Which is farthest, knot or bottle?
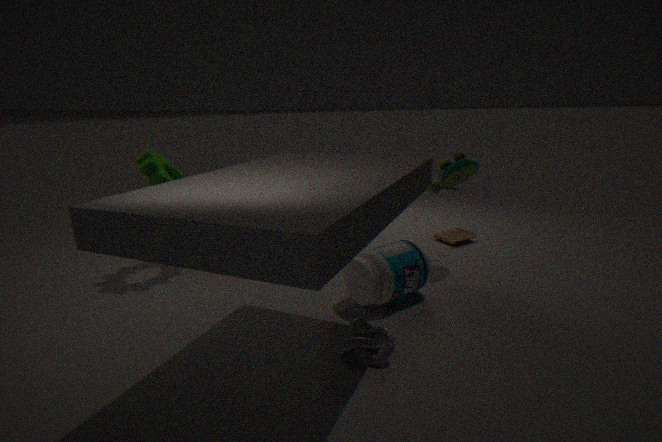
bottle
